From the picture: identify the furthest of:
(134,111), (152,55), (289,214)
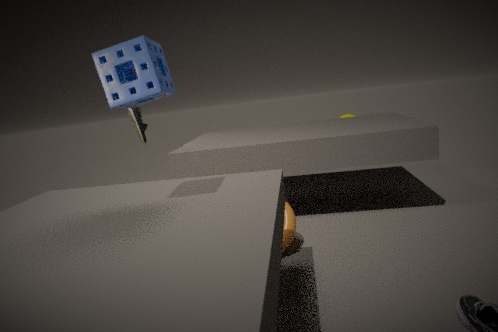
(134,111)
